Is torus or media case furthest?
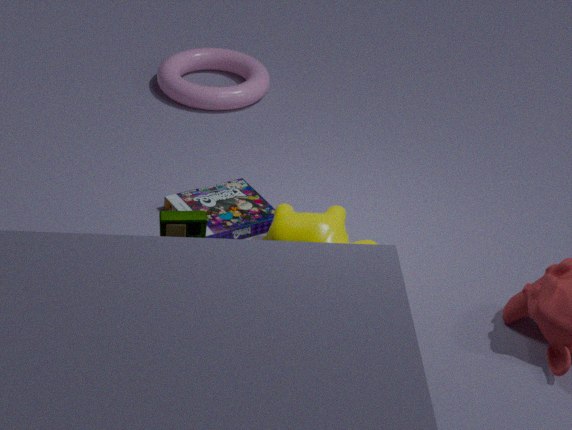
torus
